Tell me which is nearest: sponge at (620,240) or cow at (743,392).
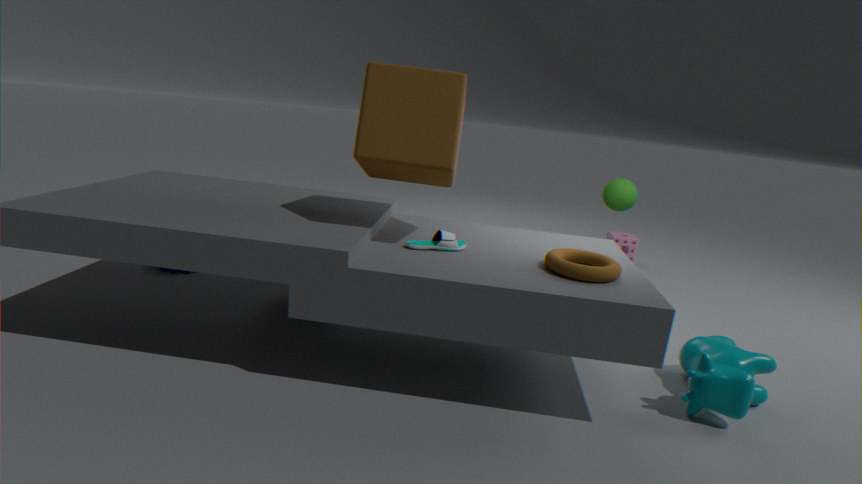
cow at (743,392)
